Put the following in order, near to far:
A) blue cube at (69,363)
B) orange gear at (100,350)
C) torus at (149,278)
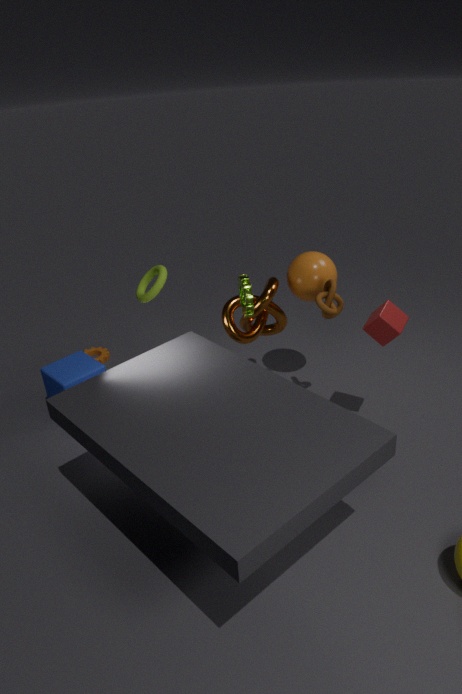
1. torus at (149,278)
2. blue cube at (69,363)
3. orange gear at (100,350)
